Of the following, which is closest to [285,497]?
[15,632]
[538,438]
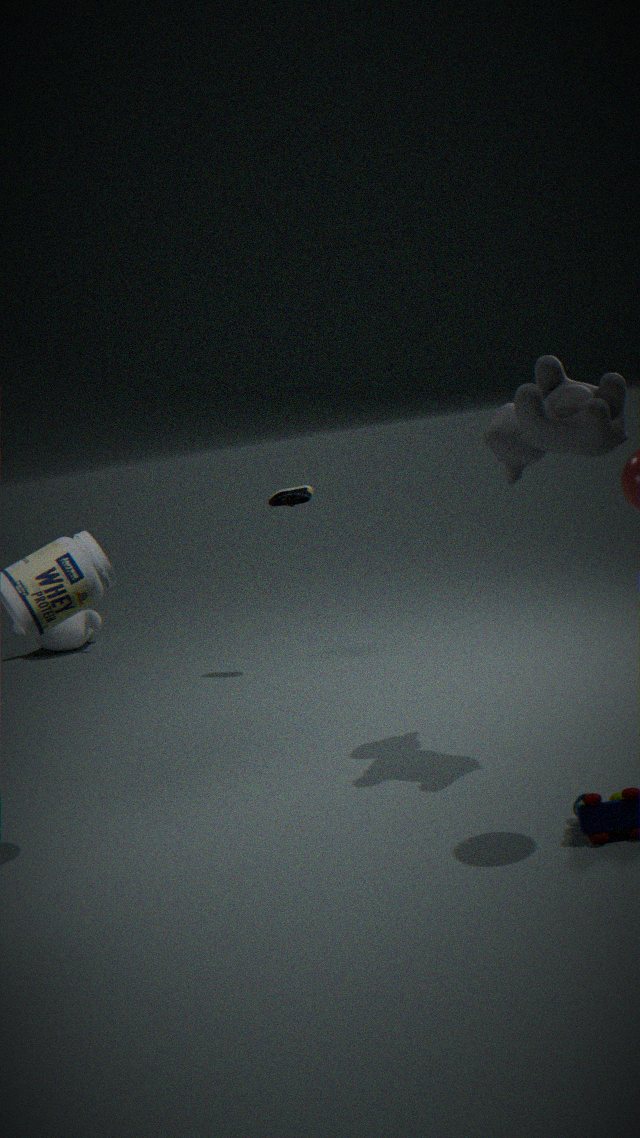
[538,438]
